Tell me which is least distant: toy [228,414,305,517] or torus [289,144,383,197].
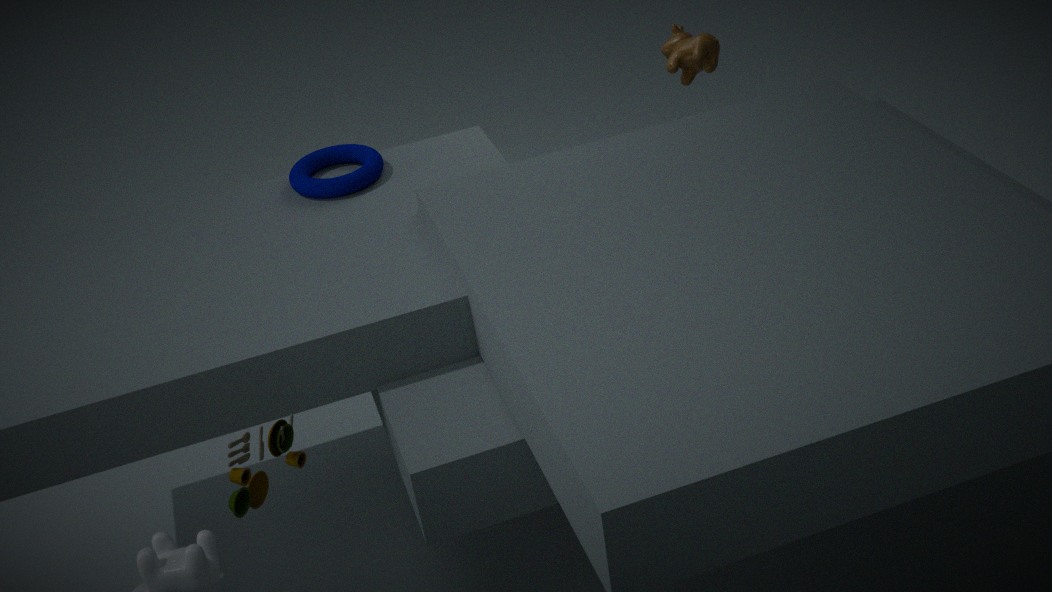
toy [228,414,305,517]
